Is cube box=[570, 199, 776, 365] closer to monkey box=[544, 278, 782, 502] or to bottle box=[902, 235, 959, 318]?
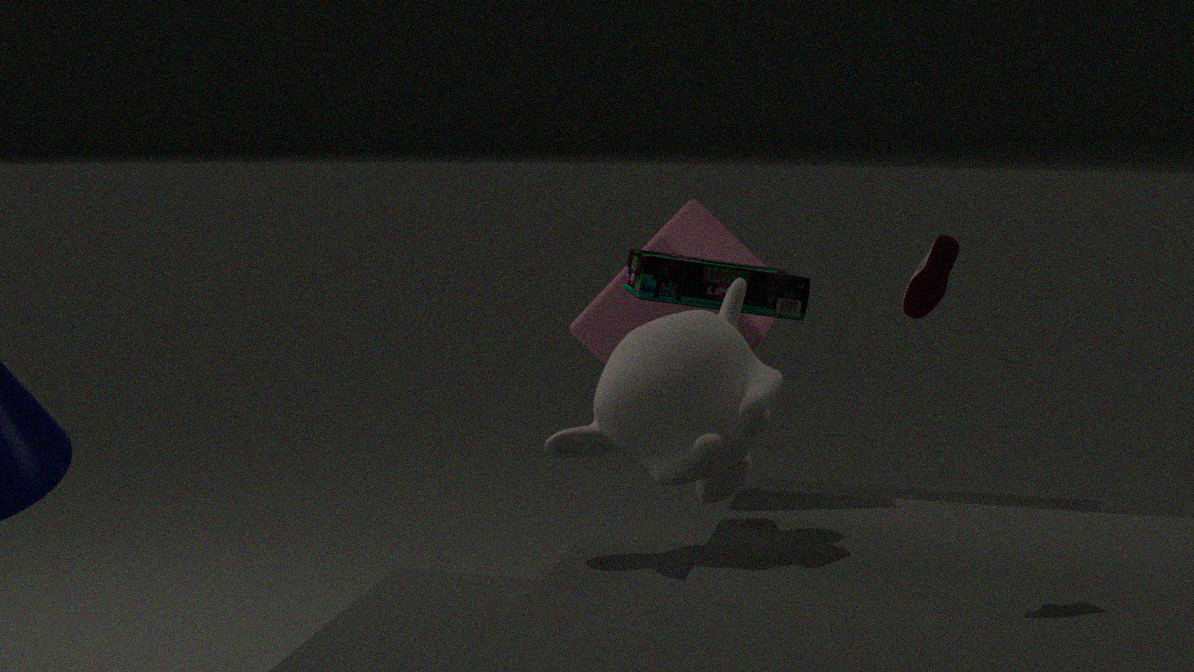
monkey box=[544, 278, 782, 502]
